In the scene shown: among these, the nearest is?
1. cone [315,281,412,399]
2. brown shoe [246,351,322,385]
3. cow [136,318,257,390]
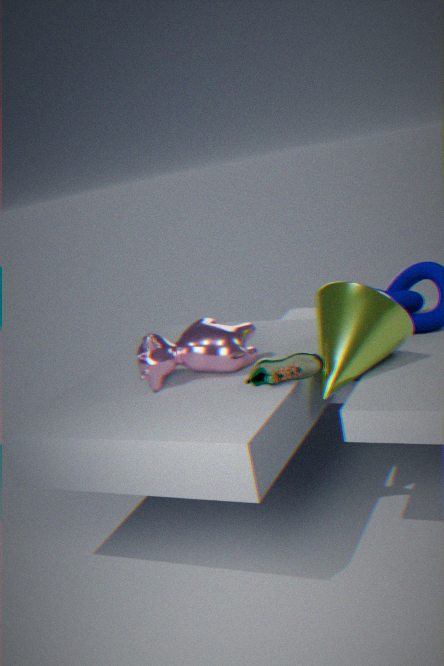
brown shoe [246,351,322,385]
